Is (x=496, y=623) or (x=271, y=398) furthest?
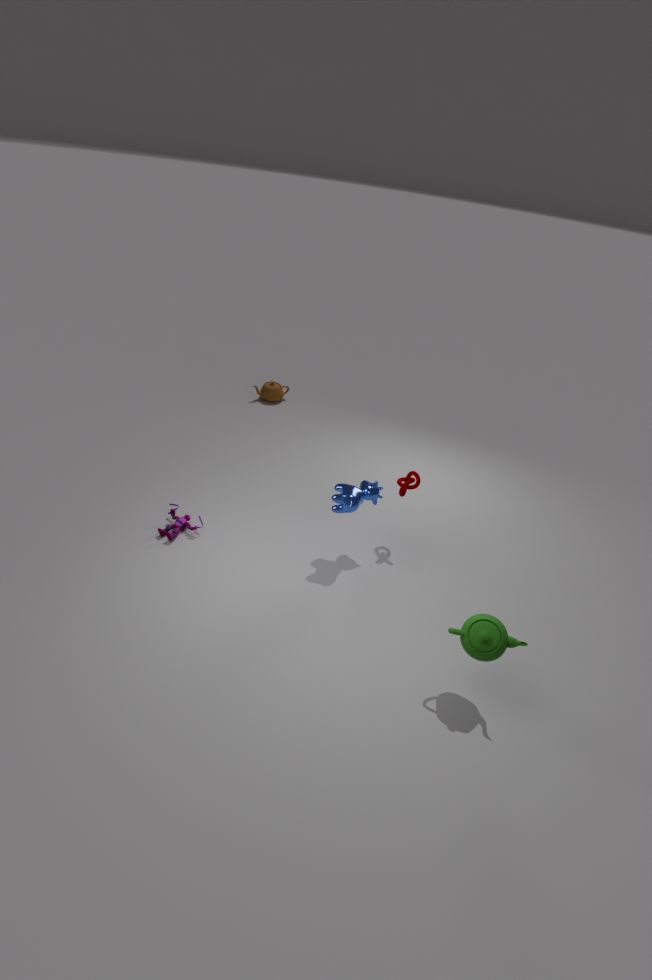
(x=271, y=398)
